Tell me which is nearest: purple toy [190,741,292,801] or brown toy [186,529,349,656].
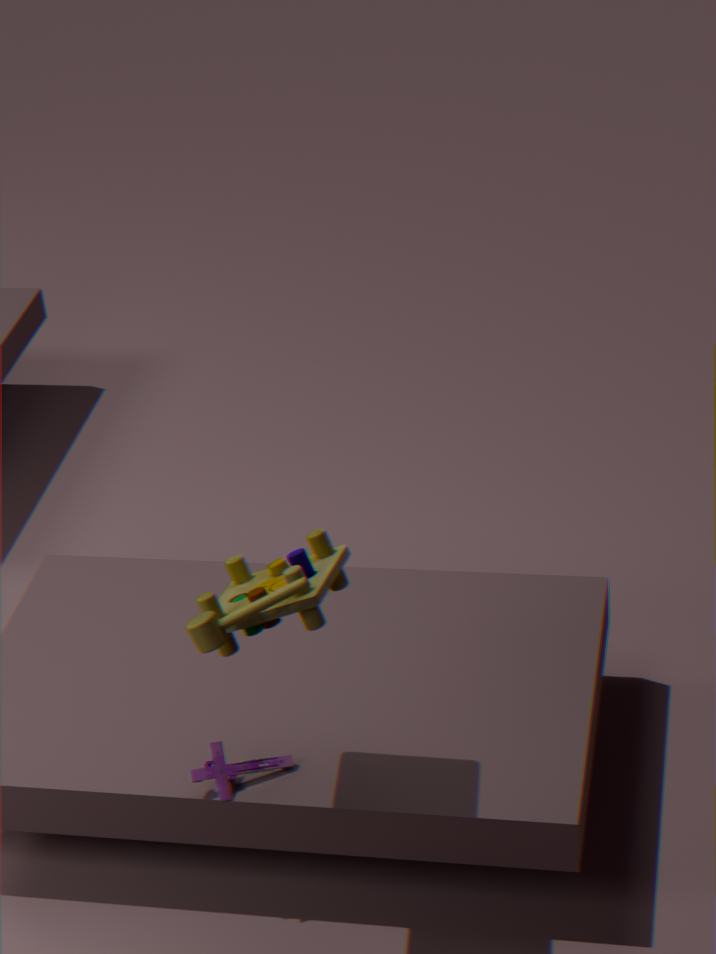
brown toy [186,529,349,656]
